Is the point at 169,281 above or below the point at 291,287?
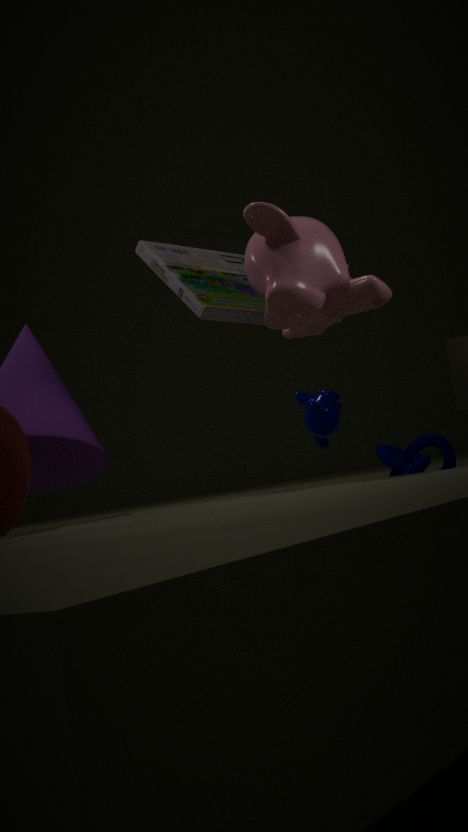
above
